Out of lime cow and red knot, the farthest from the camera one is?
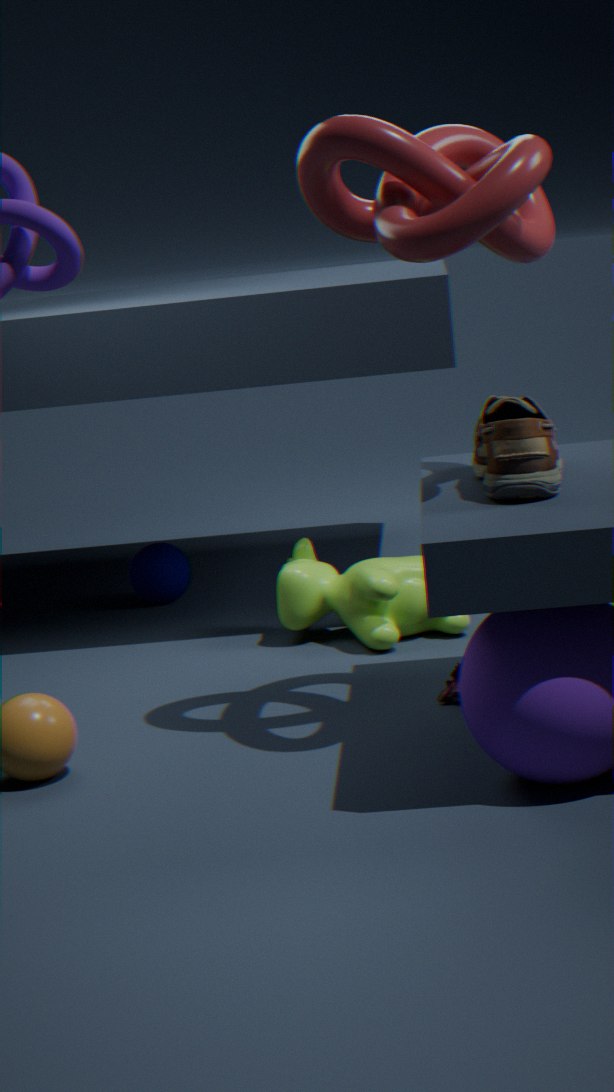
lime cow
